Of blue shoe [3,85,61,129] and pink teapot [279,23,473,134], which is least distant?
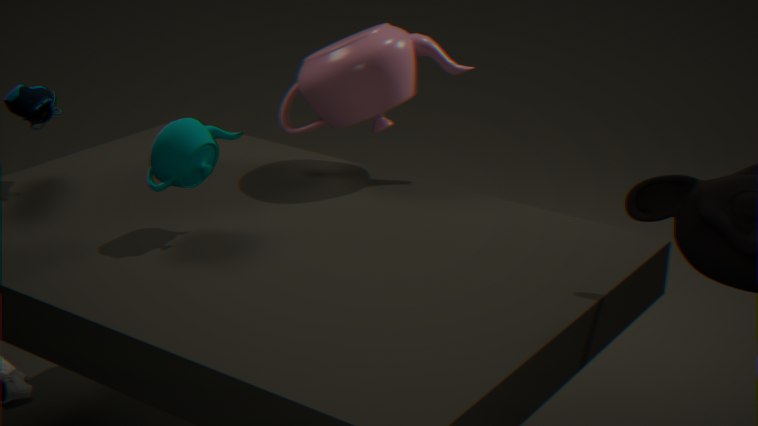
blue shoe [3,85,61,129]
